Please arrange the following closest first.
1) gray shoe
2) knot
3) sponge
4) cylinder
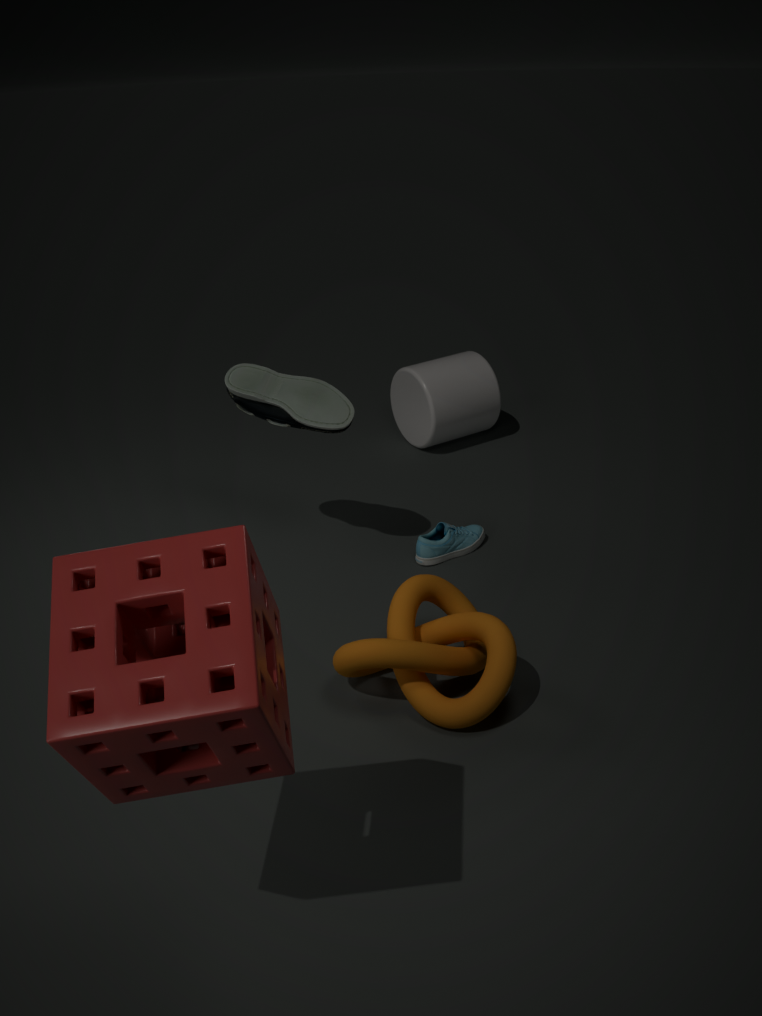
3. sponge → 2. knot → 1. gray shoe → 4. cylinder
